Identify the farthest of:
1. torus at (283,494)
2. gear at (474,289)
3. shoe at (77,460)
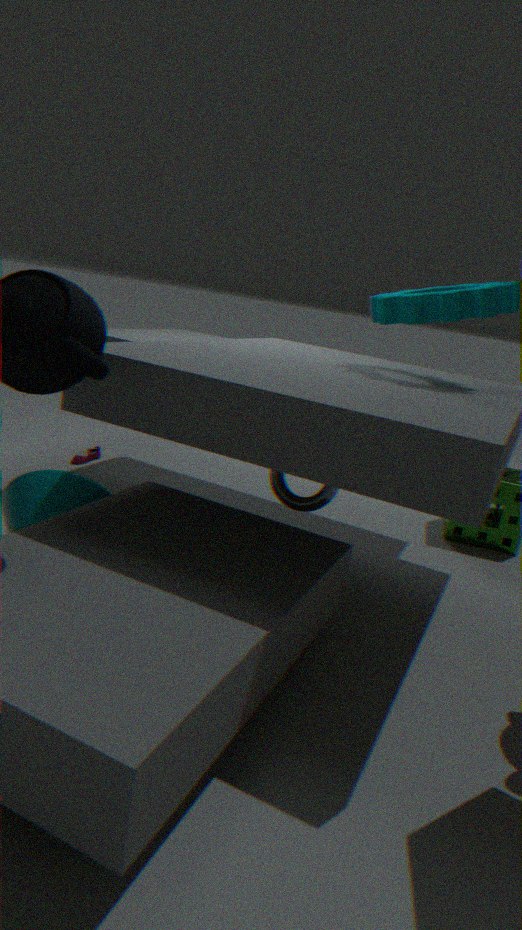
shoe at (77,460)
